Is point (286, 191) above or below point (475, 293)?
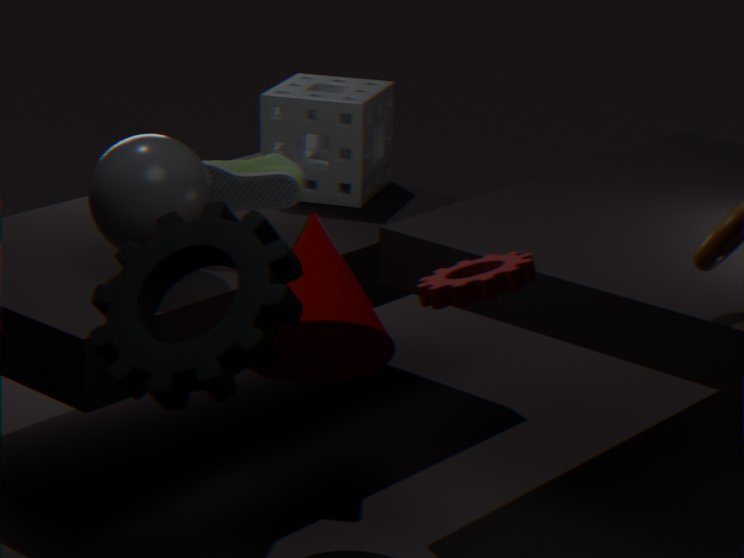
below
